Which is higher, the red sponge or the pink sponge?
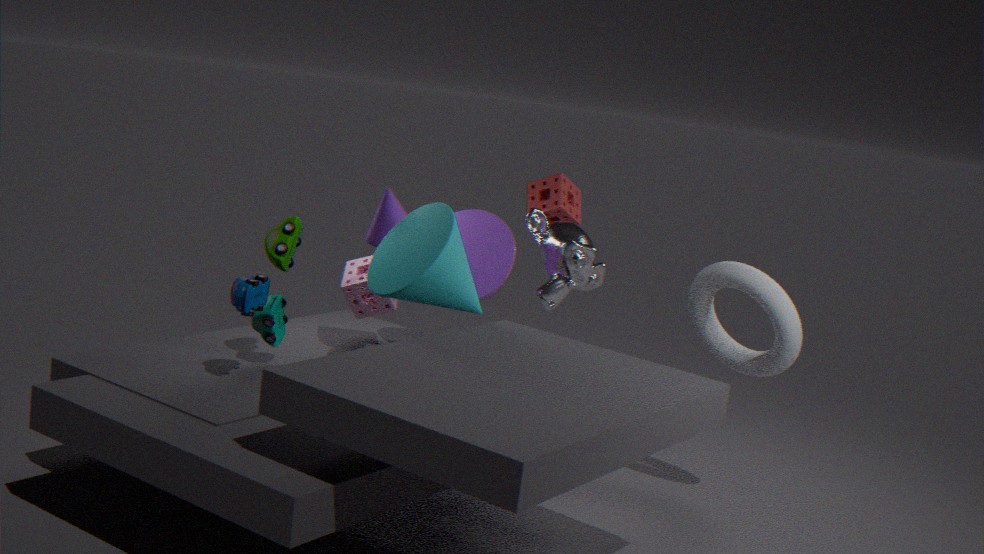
the red sponge
